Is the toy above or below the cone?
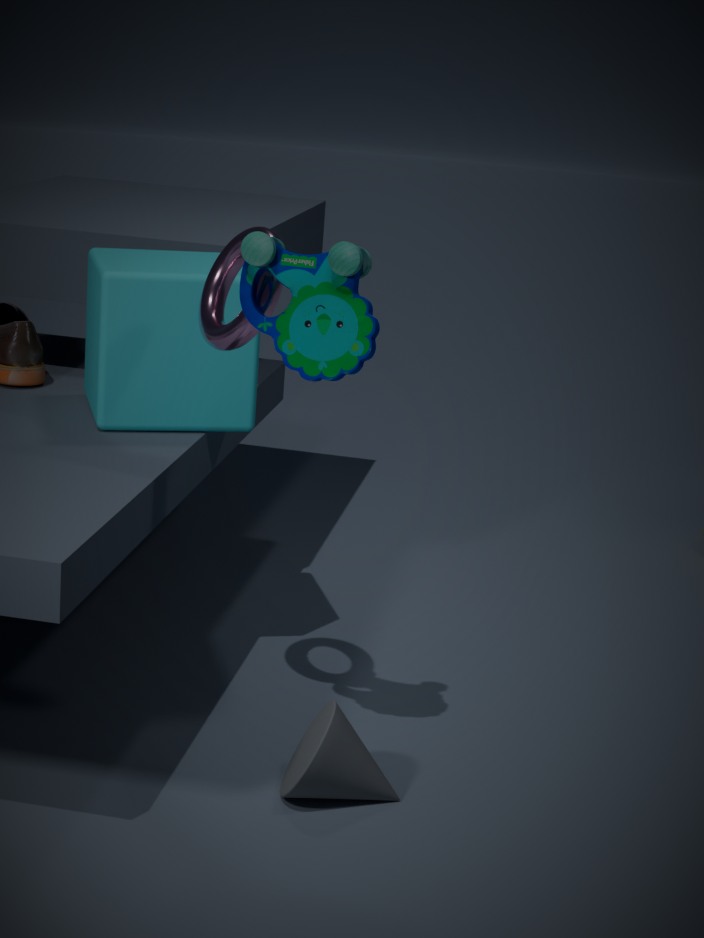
above
